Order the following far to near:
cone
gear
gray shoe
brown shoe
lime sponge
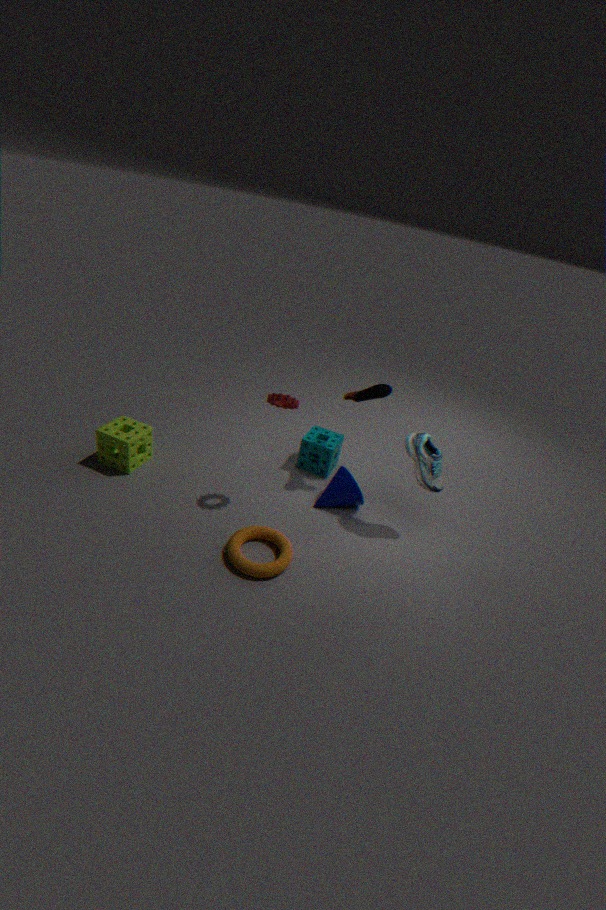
cone
brown shoe
lime sponge
gray shoe
gear
